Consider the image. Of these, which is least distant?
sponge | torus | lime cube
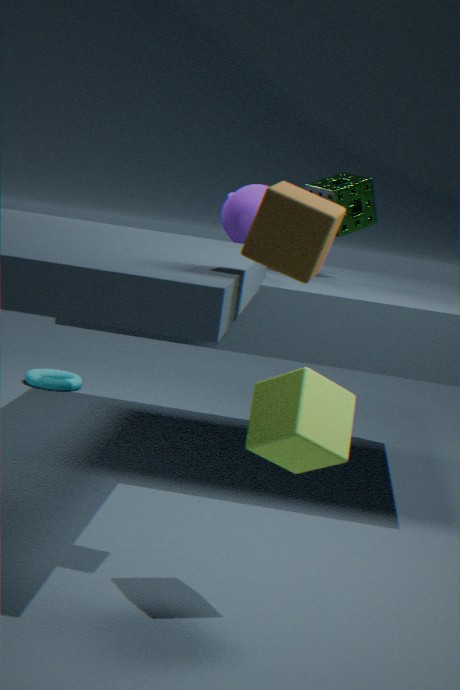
lime cube
